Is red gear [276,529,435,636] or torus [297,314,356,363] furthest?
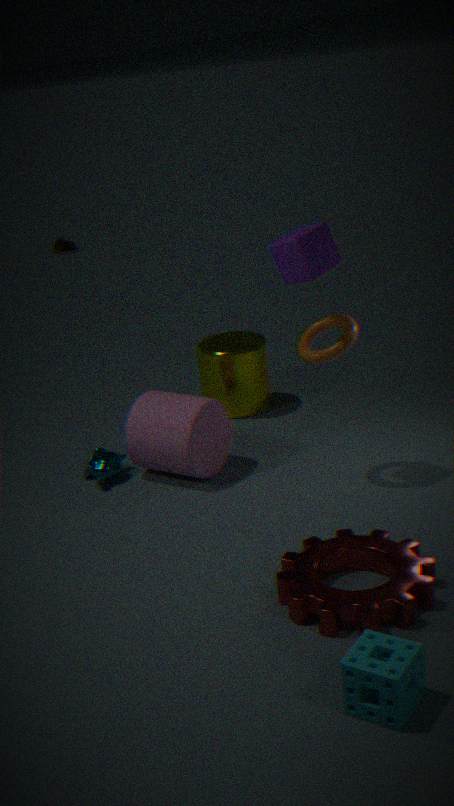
torus [297,314,356,363]
